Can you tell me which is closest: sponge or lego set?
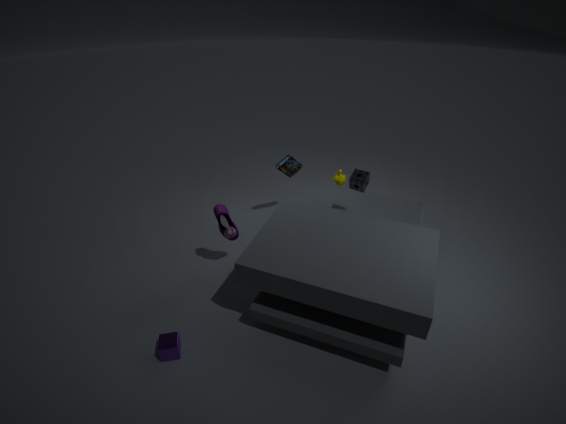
sponge
